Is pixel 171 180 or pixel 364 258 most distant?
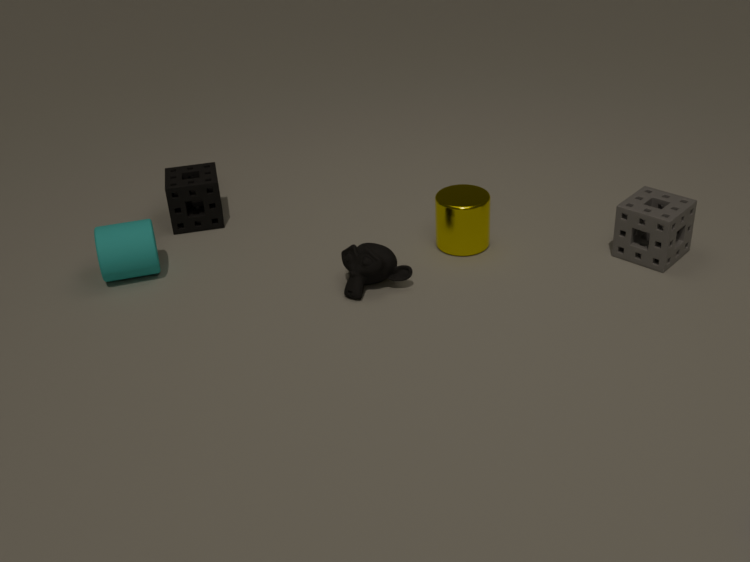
pixel 171 180
